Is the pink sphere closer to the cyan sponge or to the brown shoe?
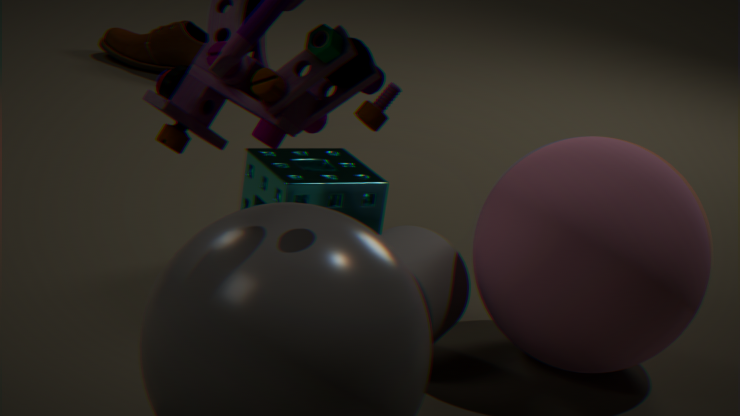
the cyan sponge
